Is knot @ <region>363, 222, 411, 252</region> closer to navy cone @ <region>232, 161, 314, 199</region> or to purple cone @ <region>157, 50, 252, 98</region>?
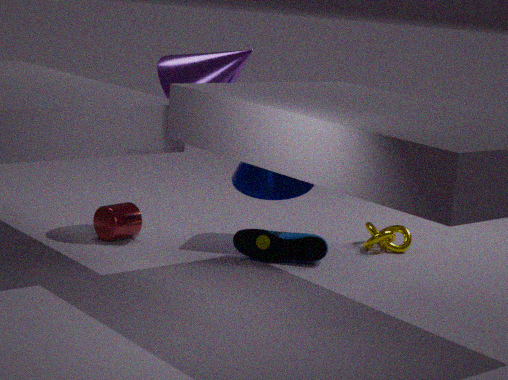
navy cone @ <region>232, 161, 314, 199</region>
